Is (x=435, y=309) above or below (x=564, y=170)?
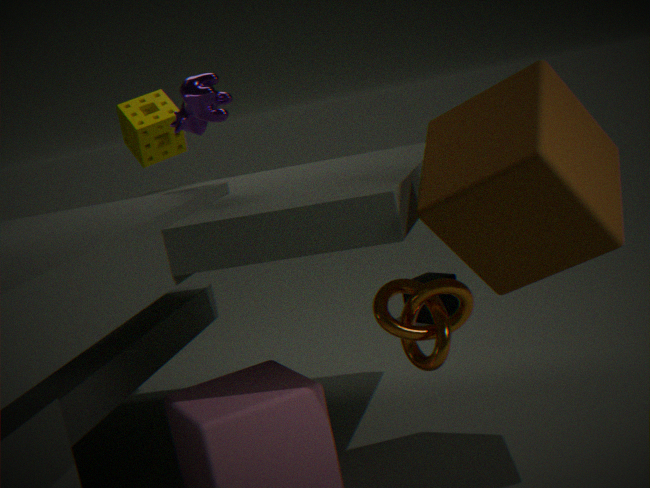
below
